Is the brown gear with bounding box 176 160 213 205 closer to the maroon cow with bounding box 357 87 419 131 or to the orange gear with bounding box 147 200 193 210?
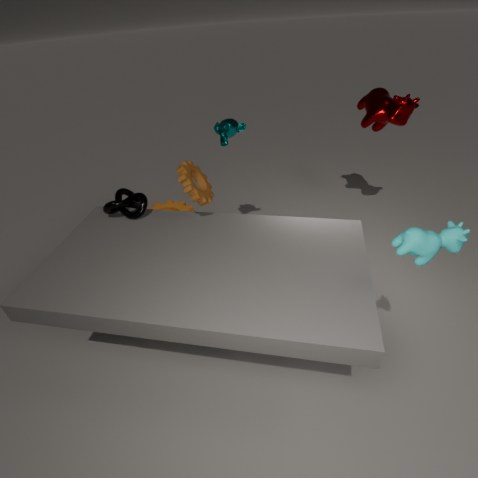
the orange gear with bounding box 147 200 193 210
